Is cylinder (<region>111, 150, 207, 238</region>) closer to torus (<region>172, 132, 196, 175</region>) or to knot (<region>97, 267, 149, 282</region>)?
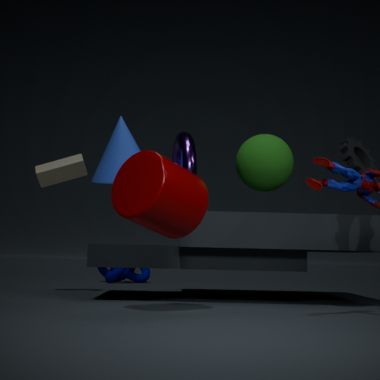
torus (<region>172, 132, 196, 175</region>)
